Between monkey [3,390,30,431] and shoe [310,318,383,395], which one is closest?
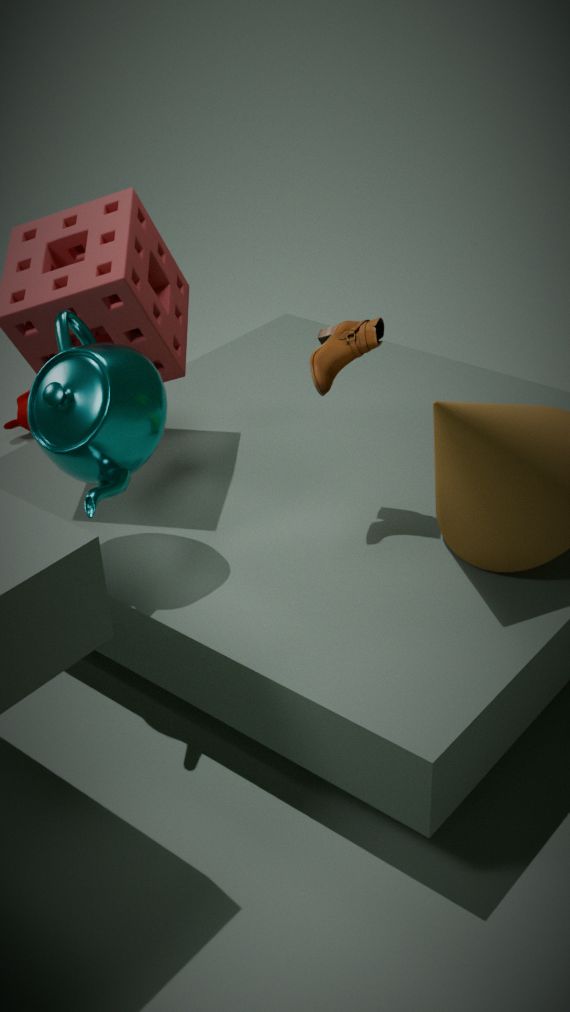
shoe [310,318,383,395]
